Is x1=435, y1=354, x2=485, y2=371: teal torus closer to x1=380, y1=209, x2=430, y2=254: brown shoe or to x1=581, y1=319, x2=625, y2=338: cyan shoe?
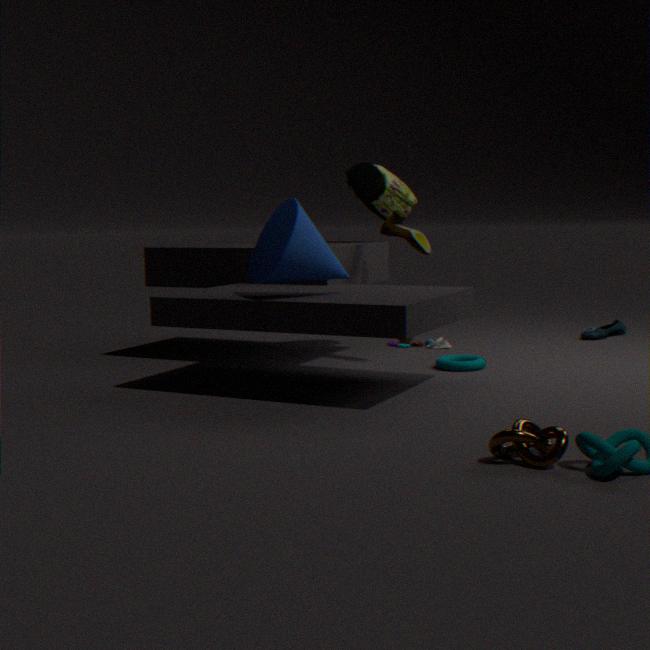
x1=380, y1=209, x2=430, y2=254: brown shoe
